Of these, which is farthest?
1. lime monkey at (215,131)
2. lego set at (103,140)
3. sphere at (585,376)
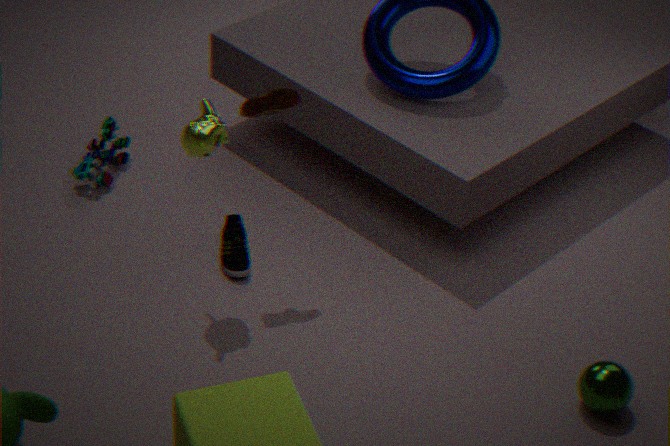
lego set at (103,140)
